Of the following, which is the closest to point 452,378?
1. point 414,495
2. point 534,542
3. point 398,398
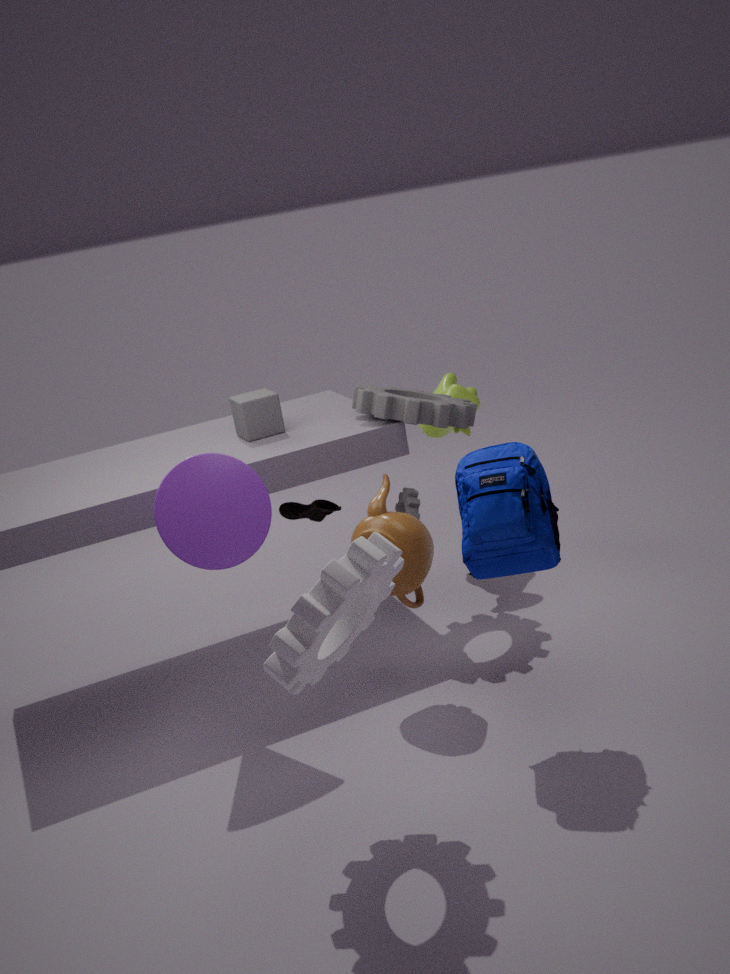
point 398,398
